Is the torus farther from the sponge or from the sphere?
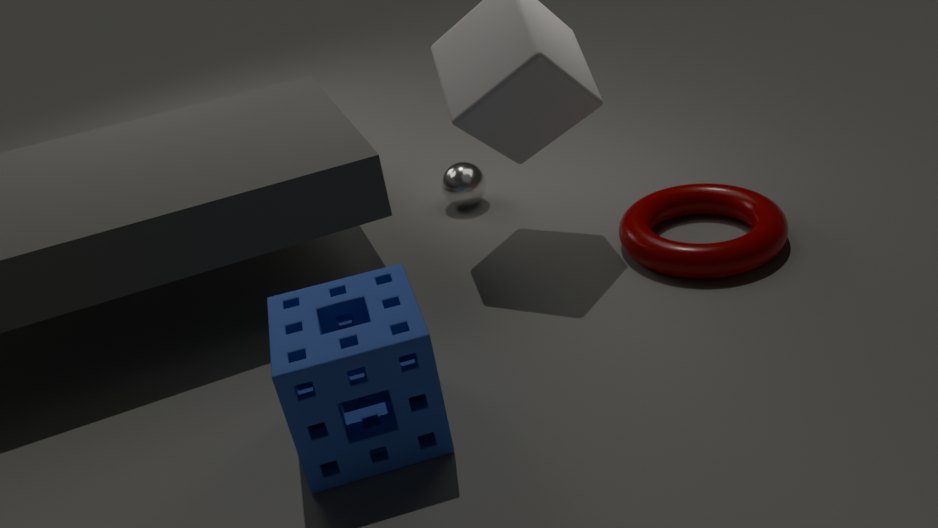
the sponge
